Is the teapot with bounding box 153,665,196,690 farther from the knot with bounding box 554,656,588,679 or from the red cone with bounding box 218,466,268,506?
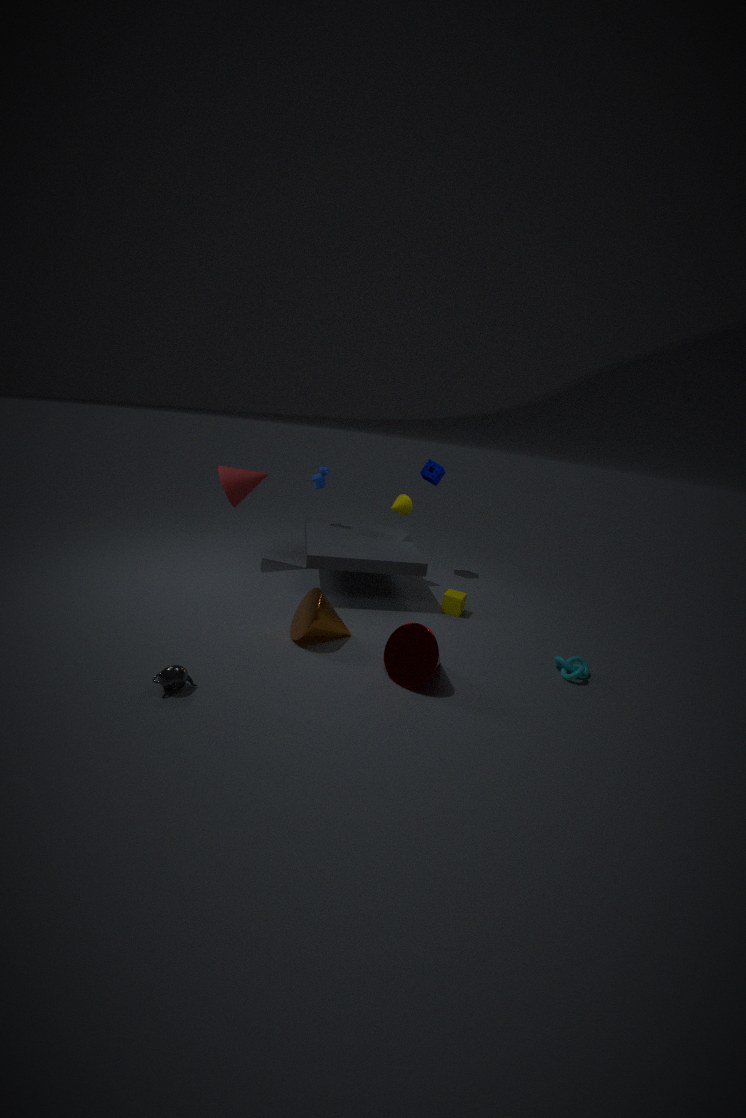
the knot with bounding box 554,656,588,679
